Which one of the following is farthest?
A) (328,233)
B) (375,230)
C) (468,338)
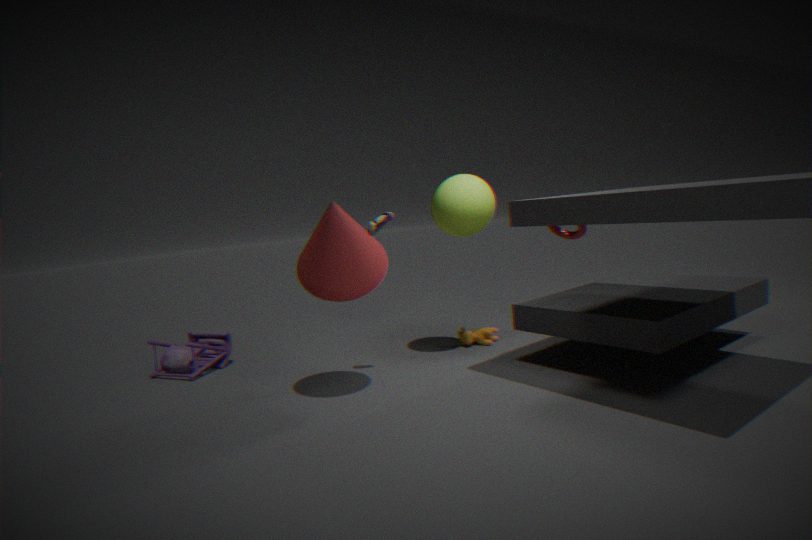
(468,338)
